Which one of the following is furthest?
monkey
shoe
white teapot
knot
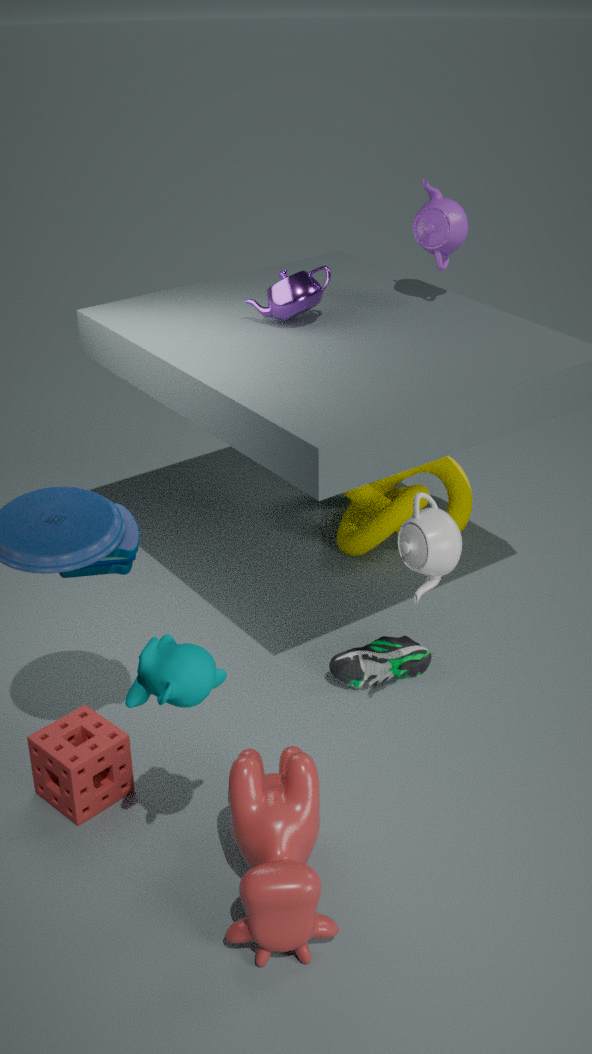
knot
